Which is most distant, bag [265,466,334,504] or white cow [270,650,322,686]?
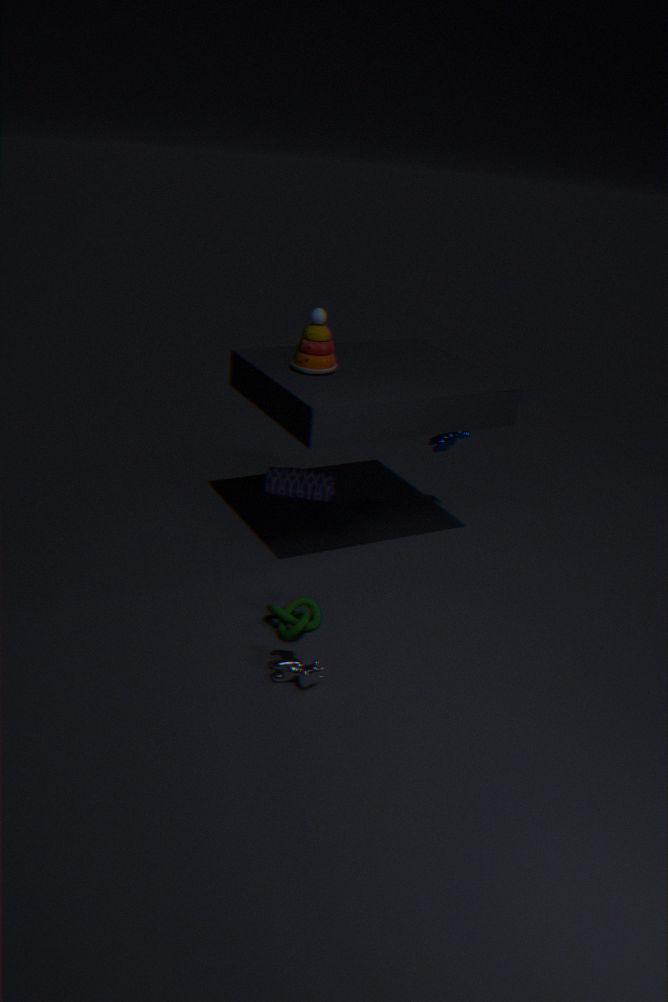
bag [265,466,334,504]
